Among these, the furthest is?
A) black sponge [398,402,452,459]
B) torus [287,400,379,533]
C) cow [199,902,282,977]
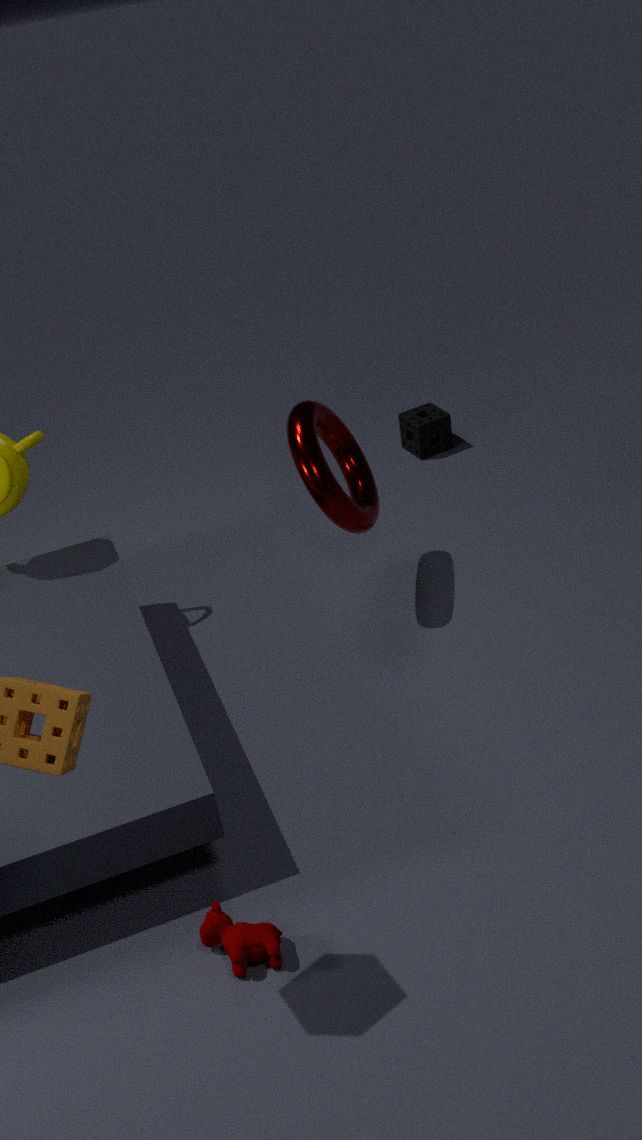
black sponge [398,402,452,459]
